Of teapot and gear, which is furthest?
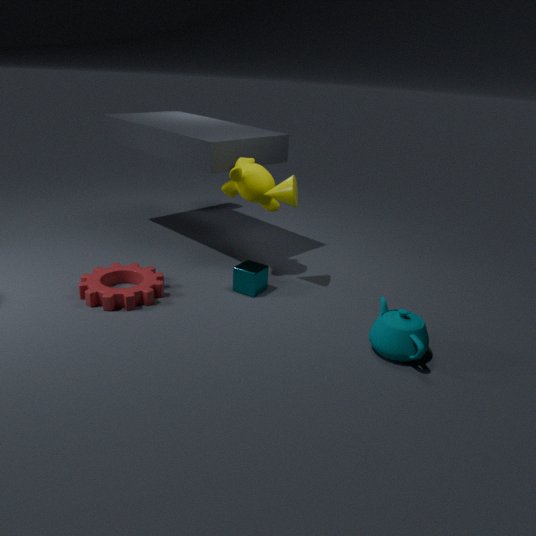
gear
